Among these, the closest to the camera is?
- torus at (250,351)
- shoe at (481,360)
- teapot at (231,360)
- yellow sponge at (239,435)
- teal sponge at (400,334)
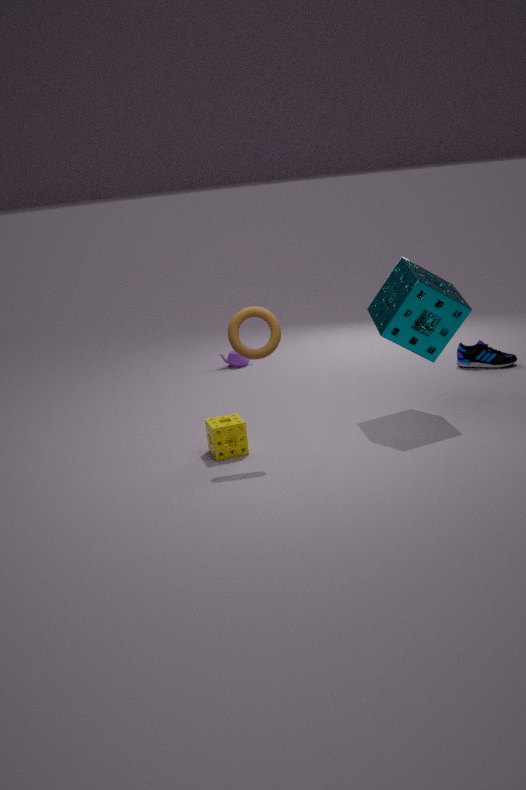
torus at (250,351)
